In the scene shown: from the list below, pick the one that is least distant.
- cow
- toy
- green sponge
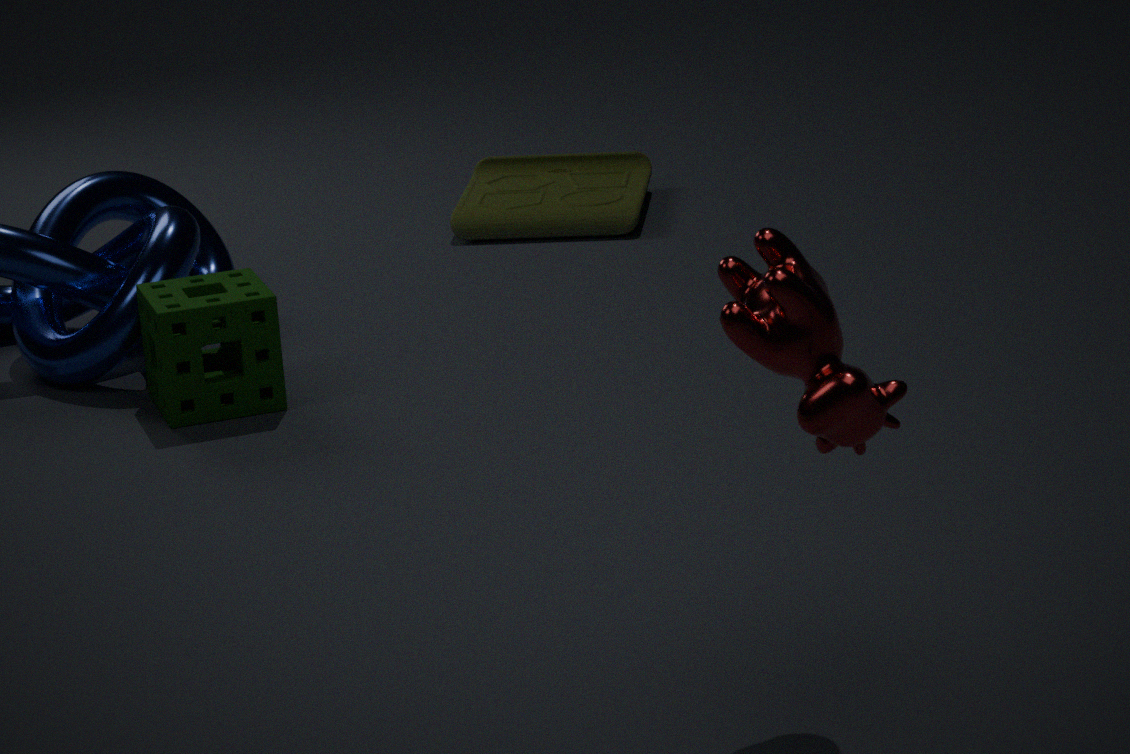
cow
